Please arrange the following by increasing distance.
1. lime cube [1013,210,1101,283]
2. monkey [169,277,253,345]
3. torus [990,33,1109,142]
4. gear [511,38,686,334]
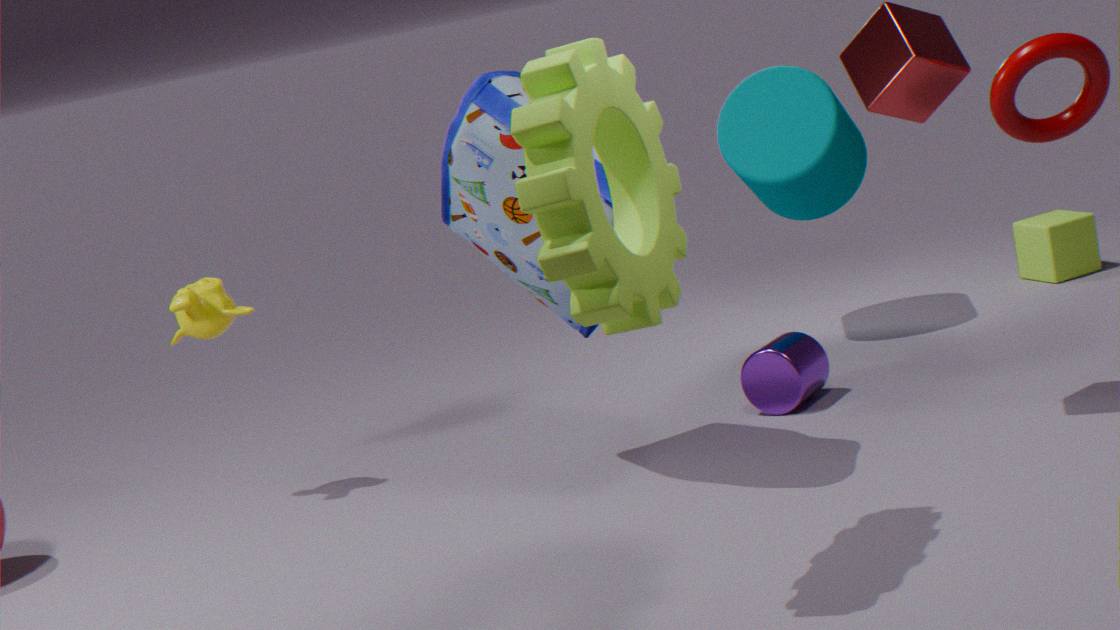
gear [511,38,686,334], torus [990,33,1109,142], monkey [169,277,253,345], lime cube [1013,210,1101,283]
